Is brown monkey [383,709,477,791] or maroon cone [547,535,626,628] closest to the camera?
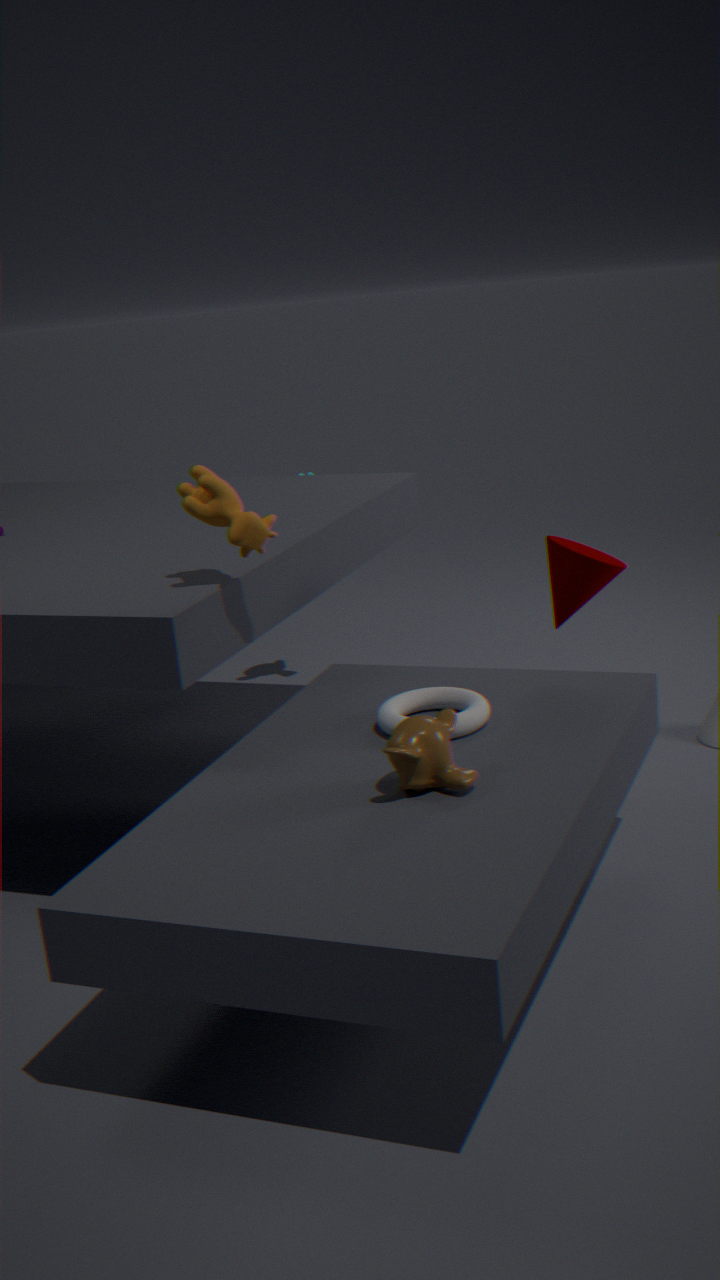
brown monkey [383,709,477,791]
